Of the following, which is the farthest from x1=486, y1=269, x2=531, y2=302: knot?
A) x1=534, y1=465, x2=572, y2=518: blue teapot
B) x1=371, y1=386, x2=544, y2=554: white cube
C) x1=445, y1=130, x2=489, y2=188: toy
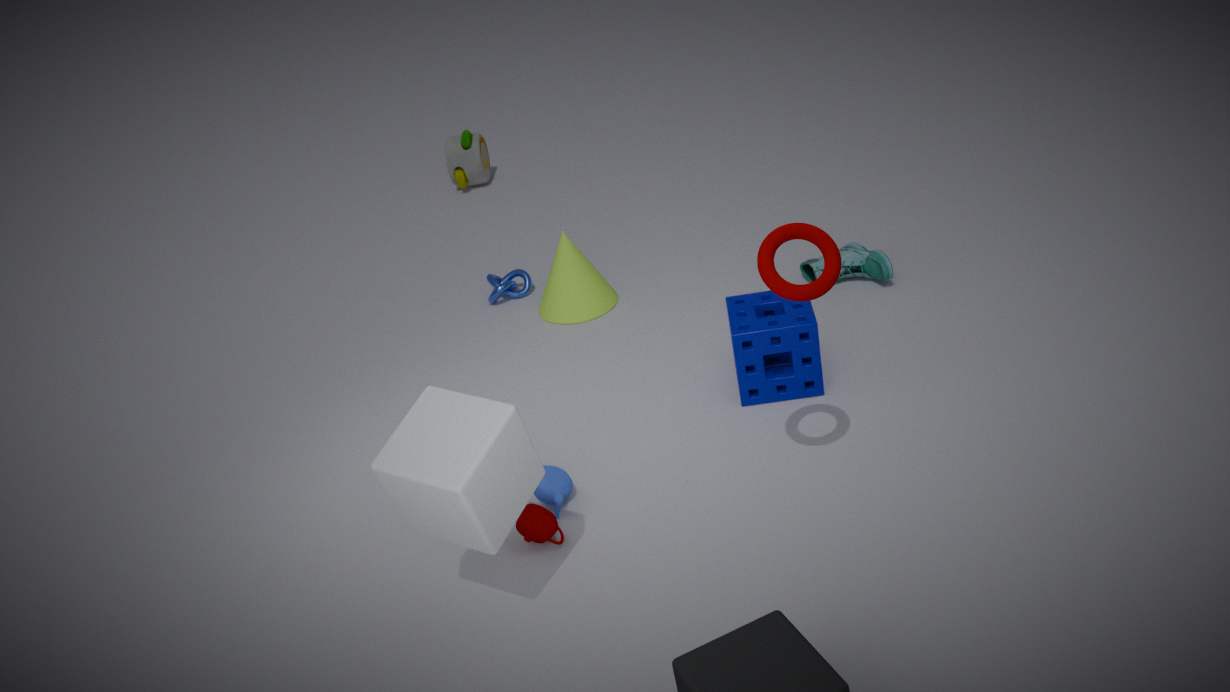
x1=371, y1=386, x2=544, y2=554: white cube
